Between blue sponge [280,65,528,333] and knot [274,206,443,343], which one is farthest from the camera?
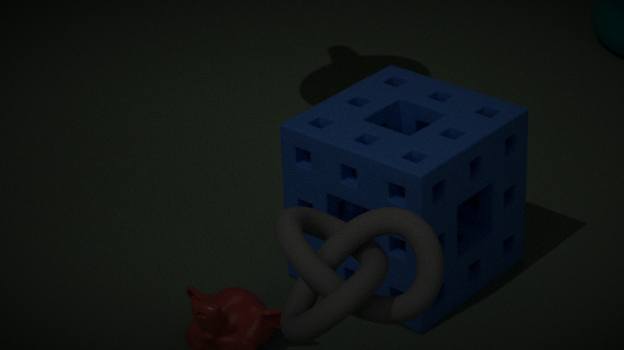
blue sponge [280,65,528,333]
